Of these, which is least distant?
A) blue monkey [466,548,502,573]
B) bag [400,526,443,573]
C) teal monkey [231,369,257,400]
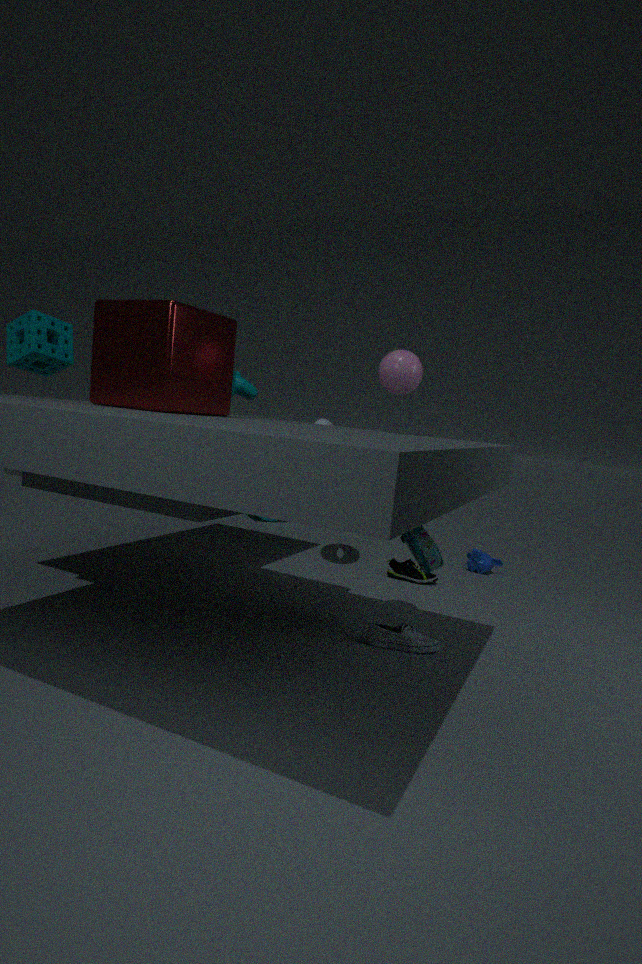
B. bag [400,526,443,573]
